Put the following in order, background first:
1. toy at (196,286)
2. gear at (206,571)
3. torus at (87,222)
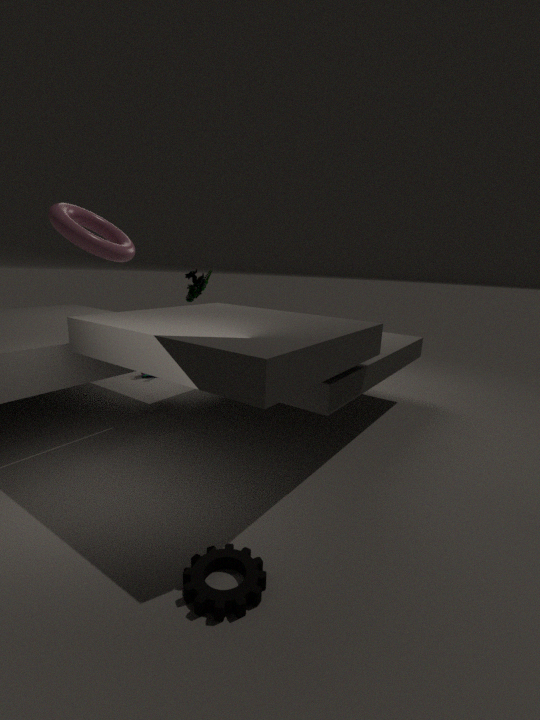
1. toy at (196,286)
2. gear at (206,571)
3. torus at (87,222)
